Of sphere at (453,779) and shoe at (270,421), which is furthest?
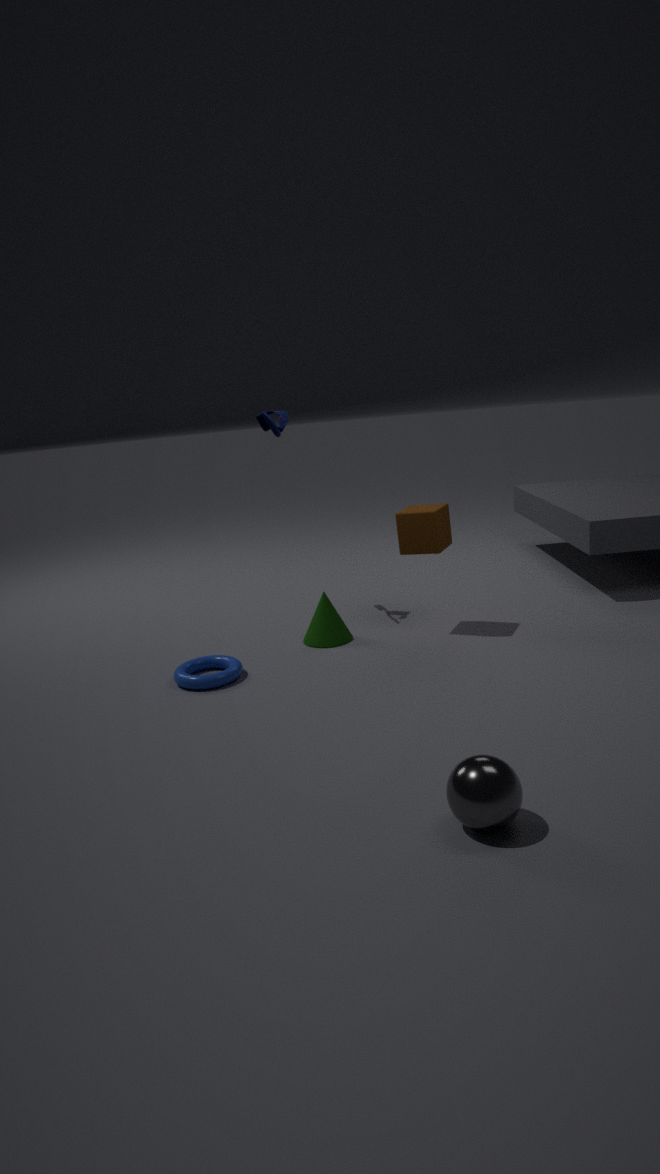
shoe at (270,421)
